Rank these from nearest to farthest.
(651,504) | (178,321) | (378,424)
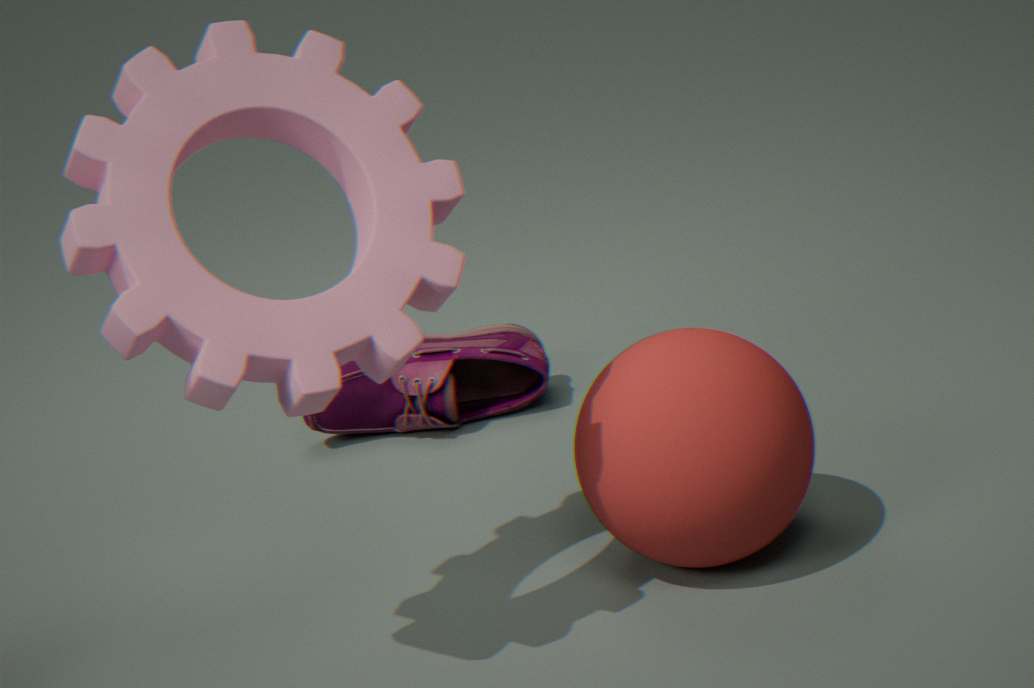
(178,321) < (651,504) < (378,424)
